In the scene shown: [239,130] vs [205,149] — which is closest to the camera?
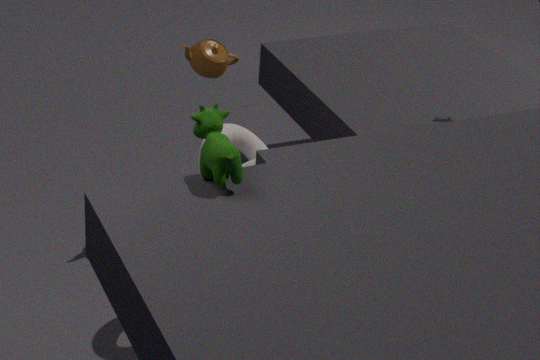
[205,149]
